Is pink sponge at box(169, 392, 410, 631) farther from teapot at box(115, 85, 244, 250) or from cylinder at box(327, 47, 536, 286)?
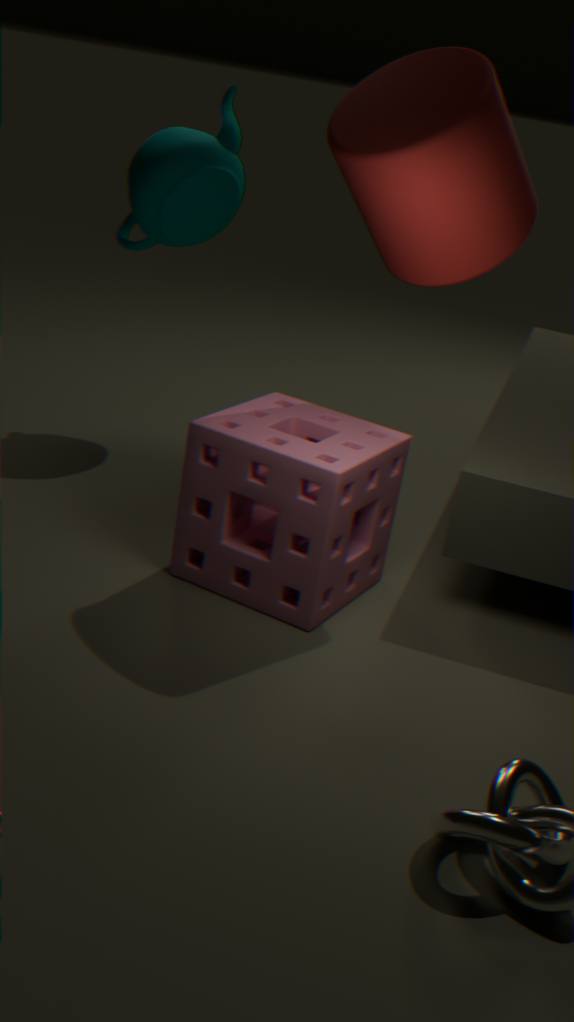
teapot at box(115, 85, 244, 250)
